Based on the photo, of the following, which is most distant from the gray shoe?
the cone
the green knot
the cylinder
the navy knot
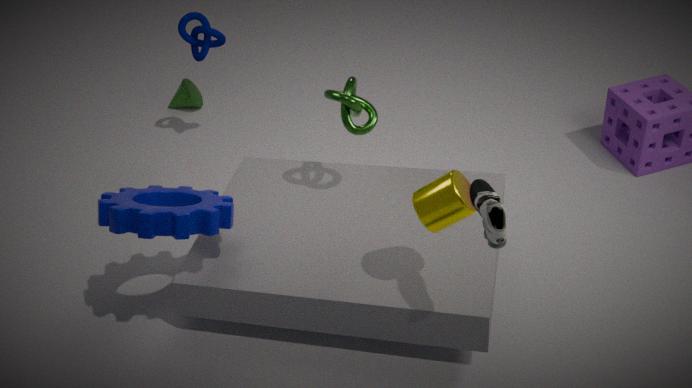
the cone
